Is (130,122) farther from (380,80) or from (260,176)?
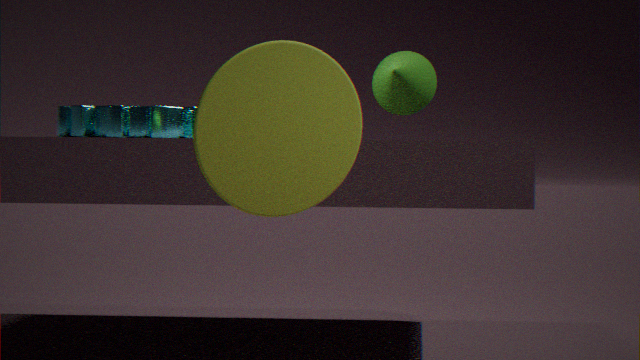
(260,176)
